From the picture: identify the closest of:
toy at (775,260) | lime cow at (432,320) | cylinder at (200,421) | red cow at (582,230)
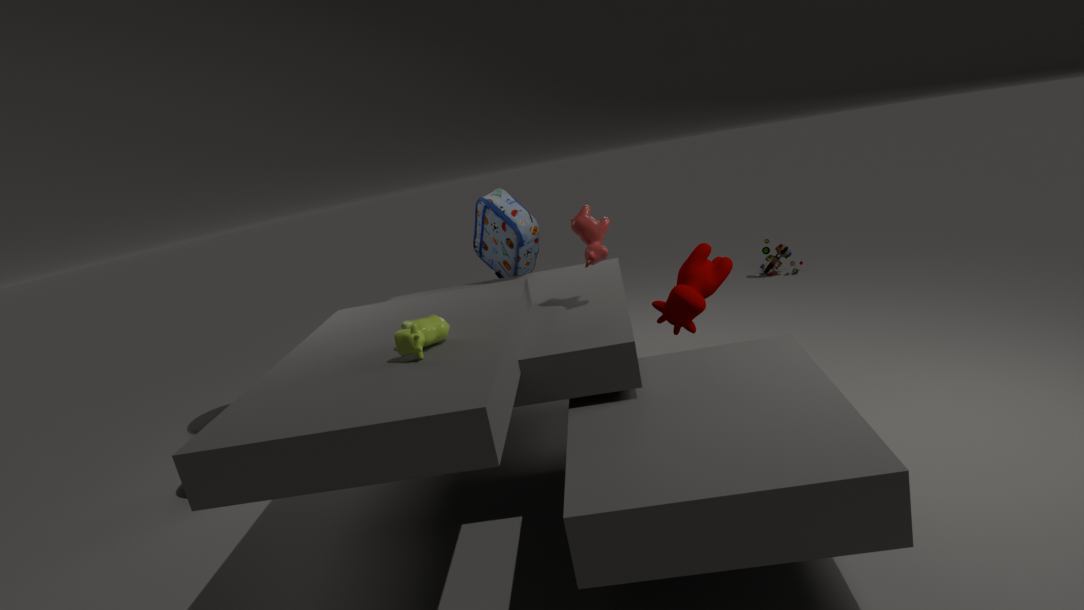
lime cow at (432,320)
